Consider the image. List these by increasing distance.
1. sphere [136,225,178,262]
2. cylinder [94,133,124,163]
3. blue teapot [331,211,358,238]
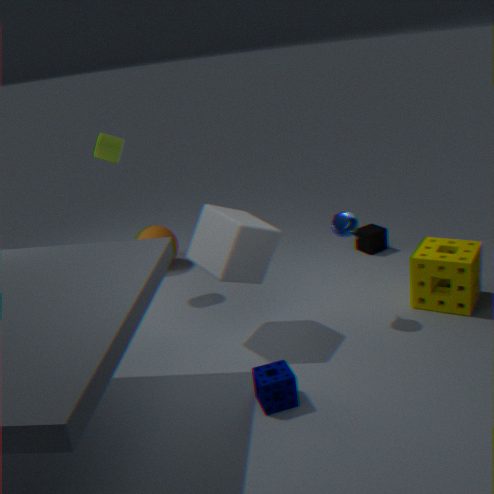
blue teapot [331,211,358,238]
cylinder [94,133,124,163]
sphere [136,225,178,262]
